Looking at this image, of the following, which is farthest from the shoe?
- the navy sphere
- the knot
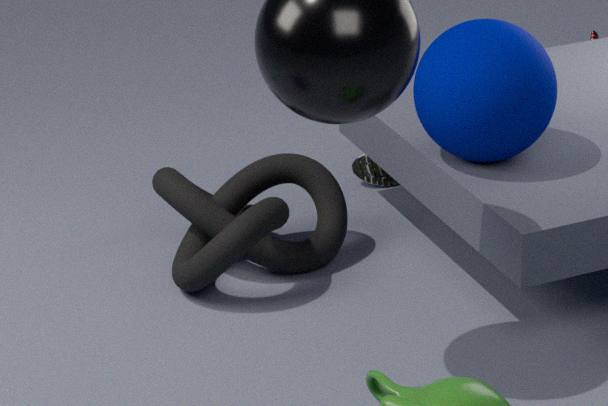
the navy sphere
